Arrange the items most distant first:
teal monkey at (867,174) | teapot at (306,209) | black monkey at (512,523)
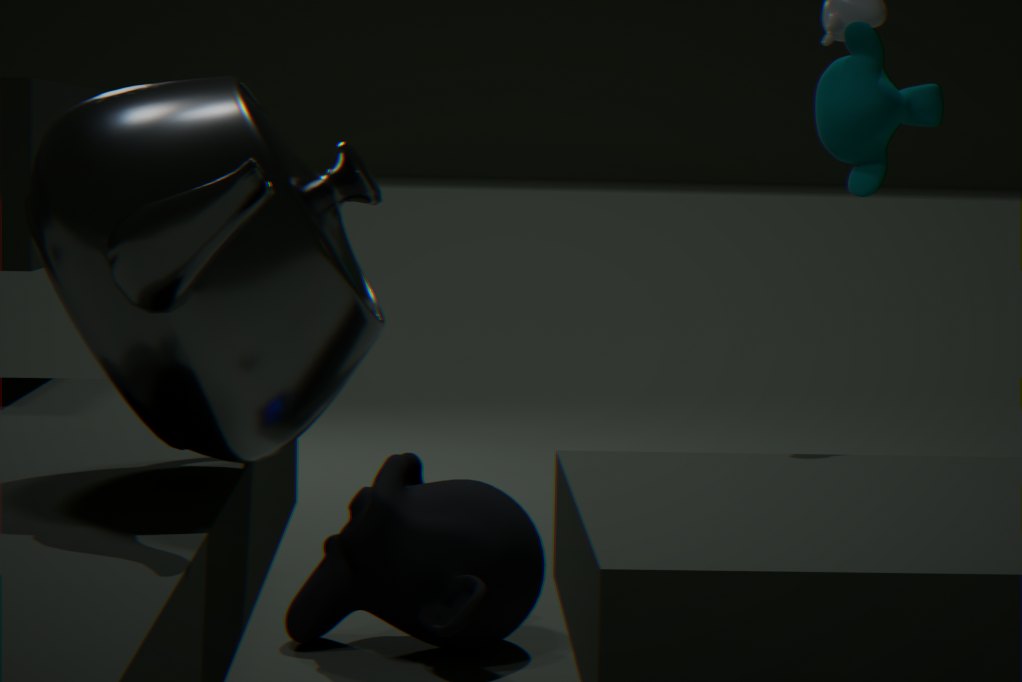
teal monkey at (867,174) → black monkey at (512,523) → teapot at (306,209)
